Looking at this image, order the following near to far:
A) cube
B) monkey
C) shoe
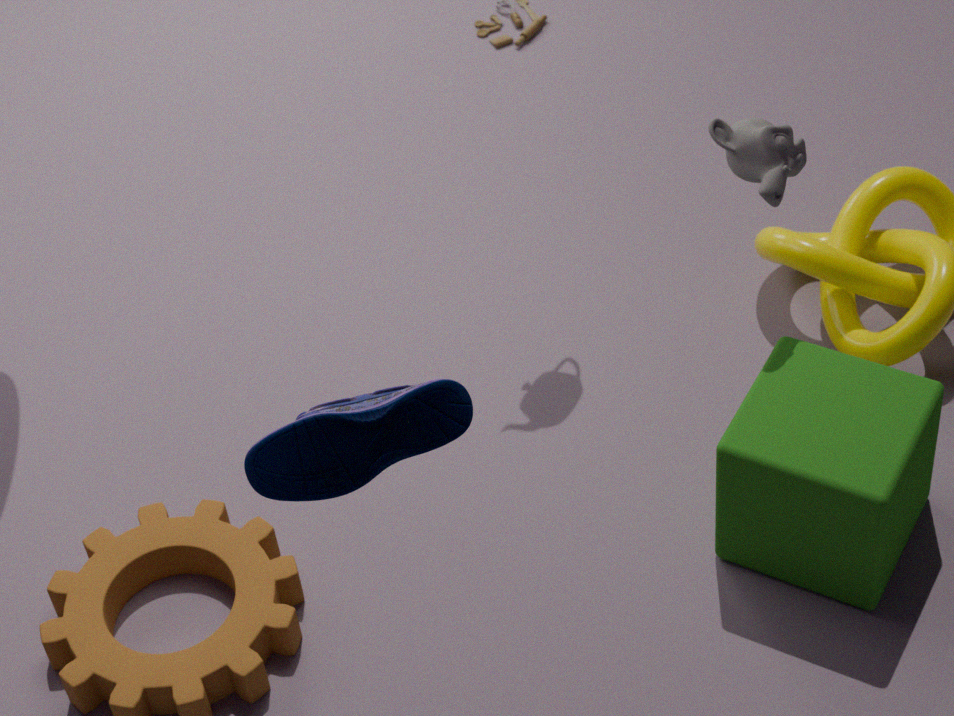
shoe < cube < monkey
